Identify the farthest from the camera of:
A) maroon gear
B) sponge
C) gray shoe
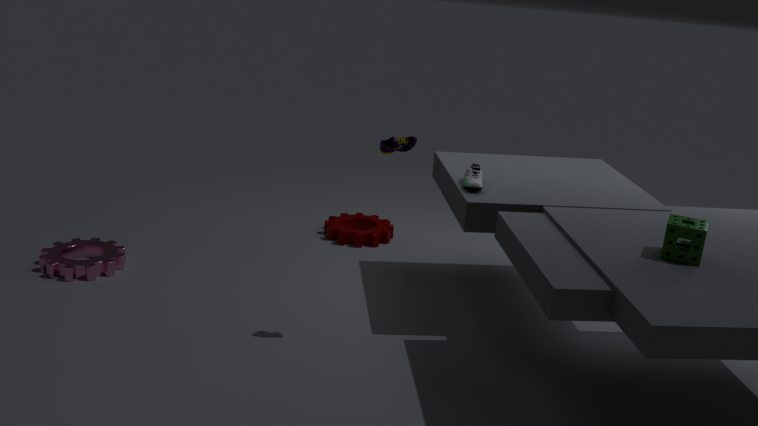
maroon gear
